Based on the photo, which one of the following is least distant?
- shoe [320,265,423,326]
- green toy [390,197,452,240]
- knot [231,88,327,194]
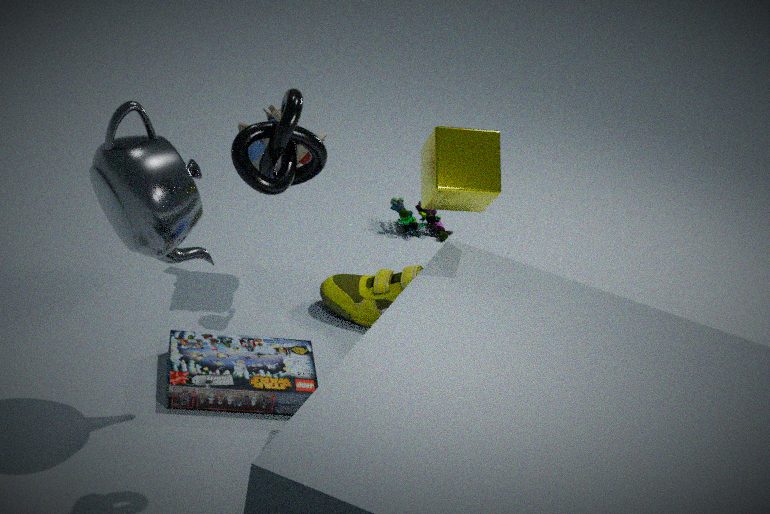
knot [231,88,327,194]
